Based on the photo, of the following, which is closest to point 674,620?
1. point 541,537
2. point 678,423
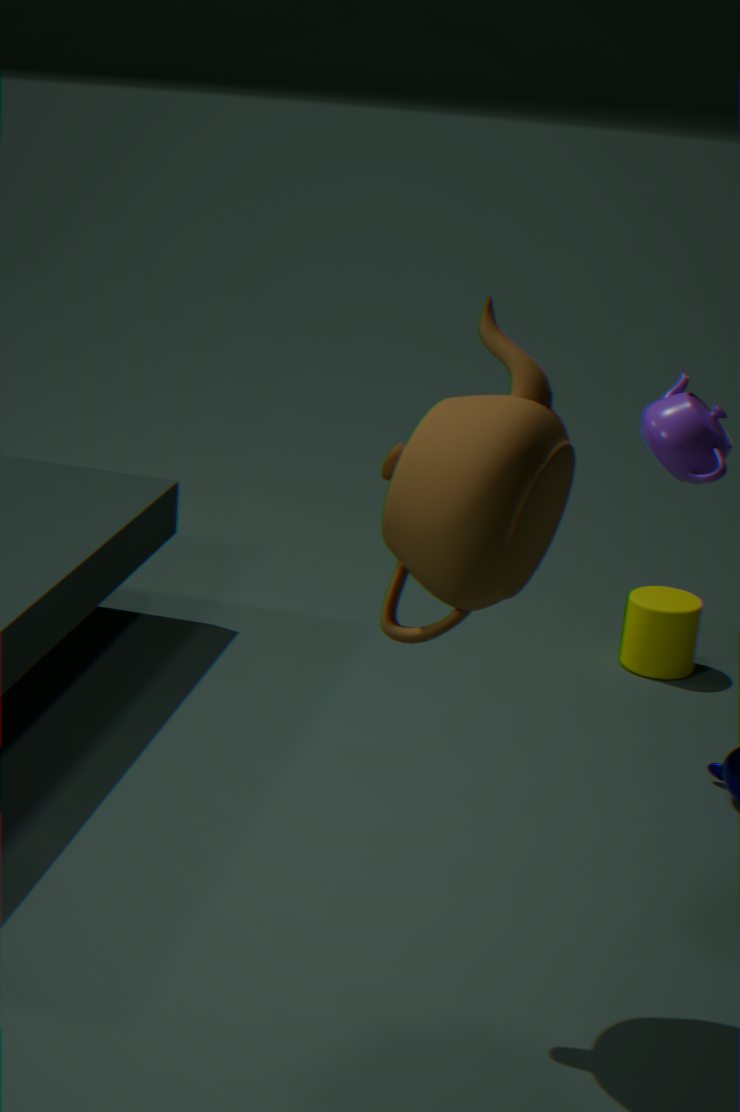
point 678,423
